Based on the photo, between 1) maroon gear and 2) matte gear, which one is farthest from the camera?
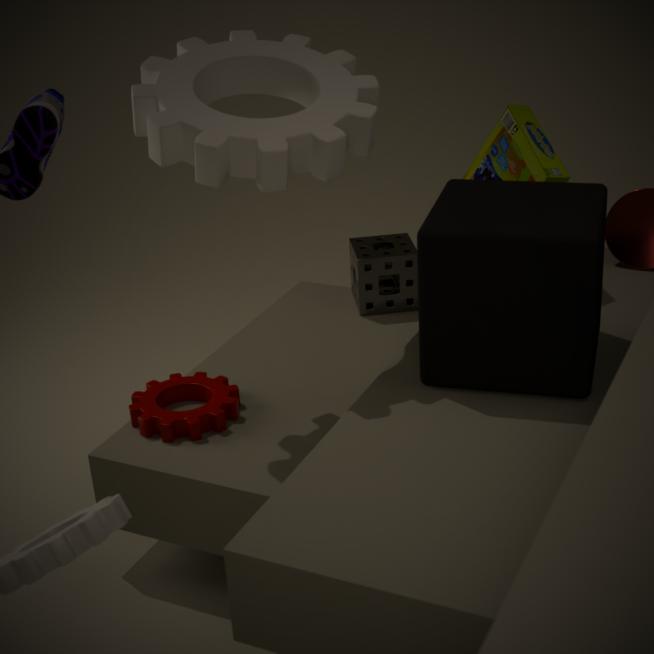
1. maroon gear
